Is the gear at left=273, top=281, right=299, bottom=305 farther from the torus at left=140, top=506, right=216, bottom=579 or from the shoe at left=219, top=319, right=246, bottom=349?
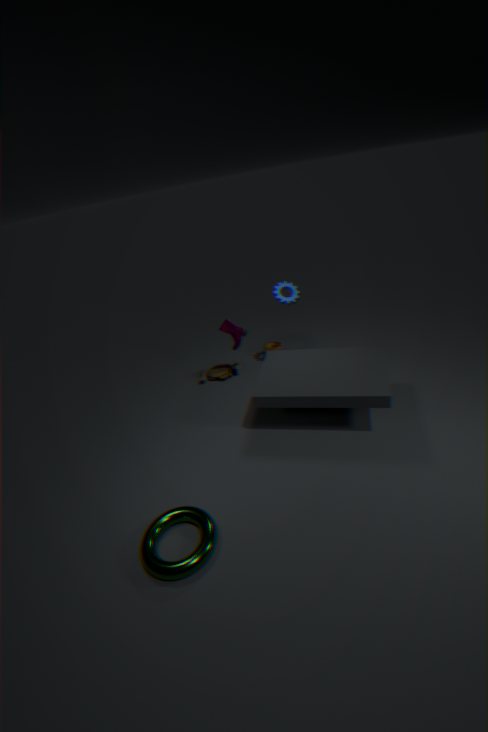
the torus at left=140, top=506, right=216, bottom=579
